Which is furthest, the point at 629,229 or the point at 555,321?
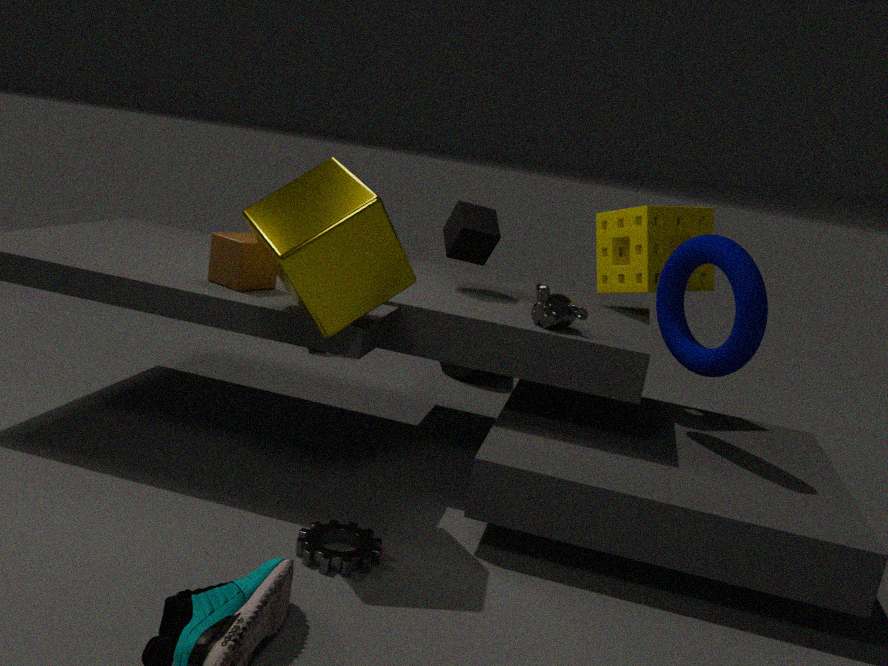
the point at 629,229
